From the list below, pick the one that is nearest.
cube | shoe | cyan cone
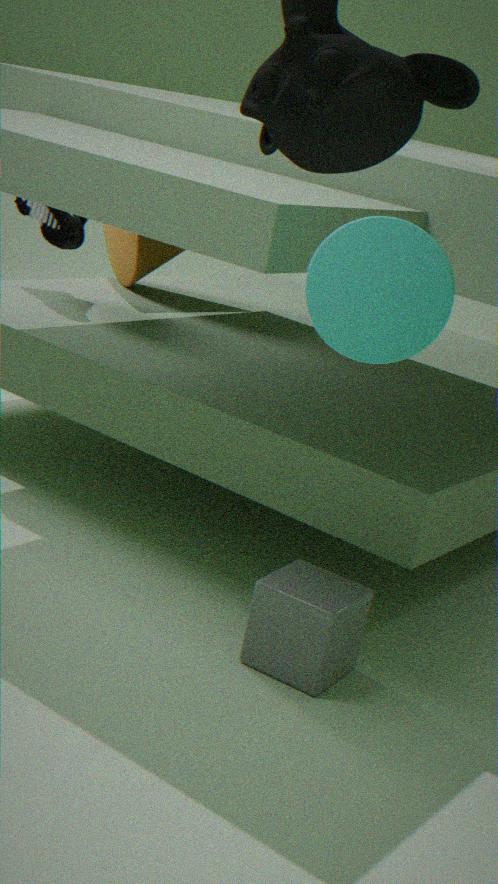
cyan cone
